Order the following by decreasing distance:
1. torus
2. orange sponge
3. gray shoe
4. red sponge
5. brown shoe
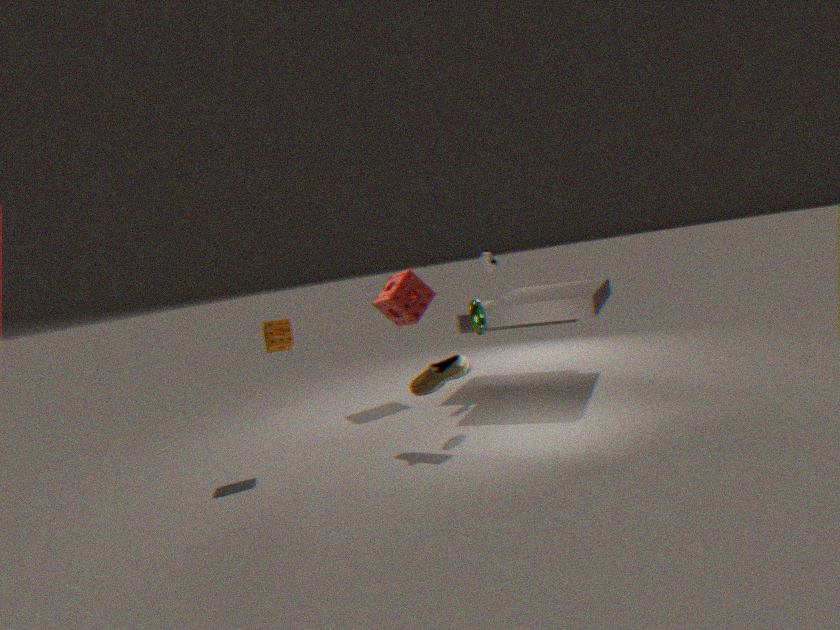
red sponge → gray shoe → torus → orange sponge → brown shoe
